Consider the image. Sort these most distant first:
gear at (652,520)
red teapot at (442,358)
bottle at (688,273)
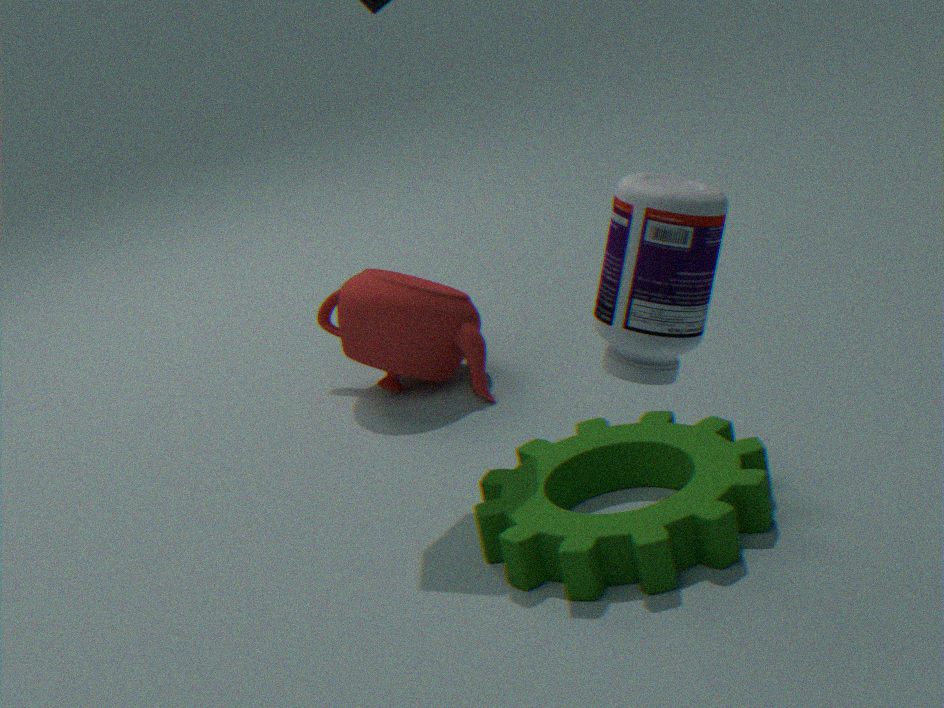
red teapot at (442,358) → gear at (652,520) → bottle at (688,273)
